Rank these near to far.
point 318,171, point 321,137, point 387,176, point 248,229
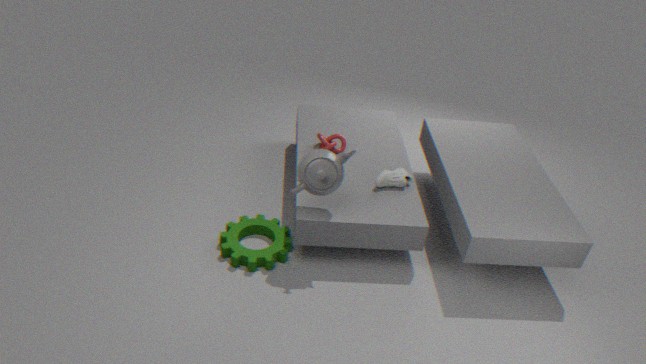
point 318,171 → point 387,176 → point 248,229 → point 321,137
